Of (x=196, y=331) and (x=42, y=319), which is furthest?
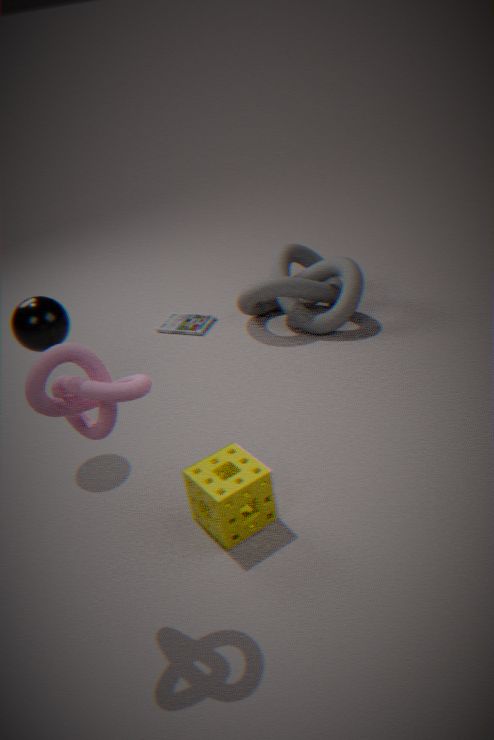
(x=196, y=331)
